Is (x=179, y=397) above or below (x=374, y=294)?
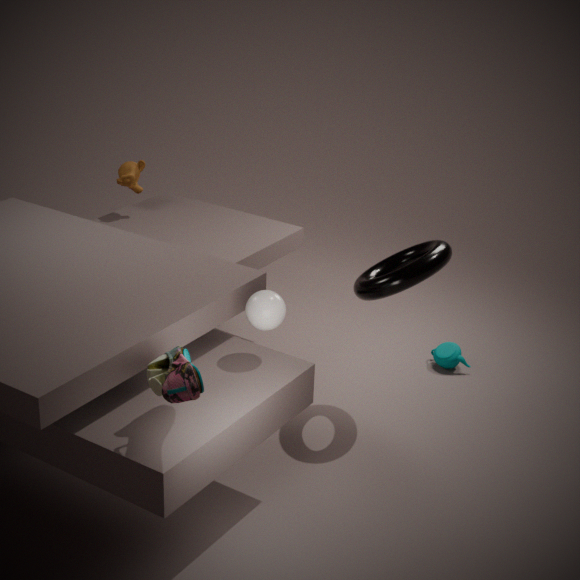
above
